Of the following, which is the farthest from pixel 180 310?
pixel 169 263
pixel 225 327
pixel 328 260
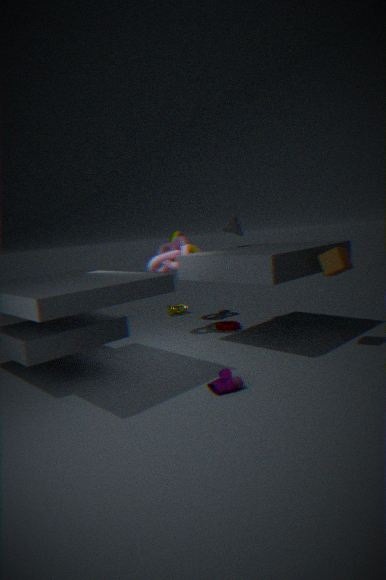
pixel 328 260
